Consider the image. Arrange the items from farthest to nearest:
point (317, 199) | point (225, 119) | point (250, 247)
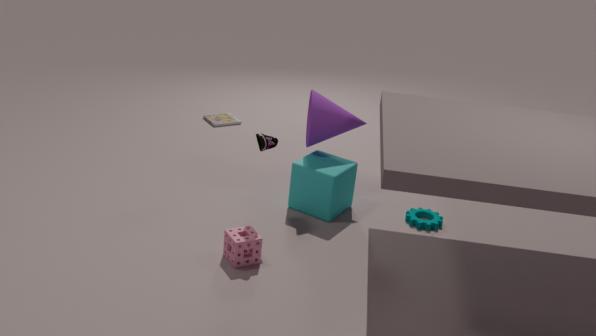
point (225, 119), point (317, 199), point (250, 247)
